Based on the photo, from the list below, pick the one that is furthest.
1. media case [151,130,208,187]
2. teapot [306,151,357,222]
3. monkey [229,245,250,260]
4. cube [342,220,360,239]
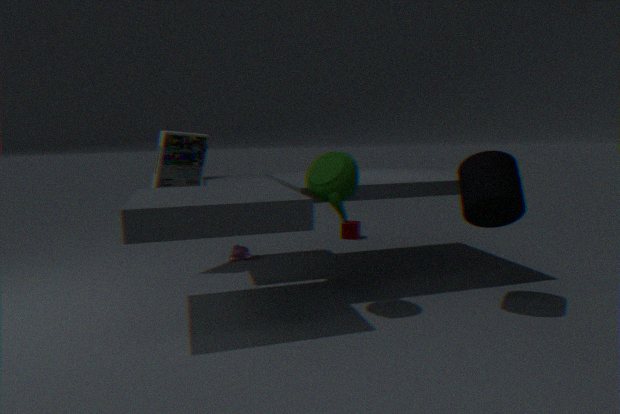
cube [342,220,360,239]
